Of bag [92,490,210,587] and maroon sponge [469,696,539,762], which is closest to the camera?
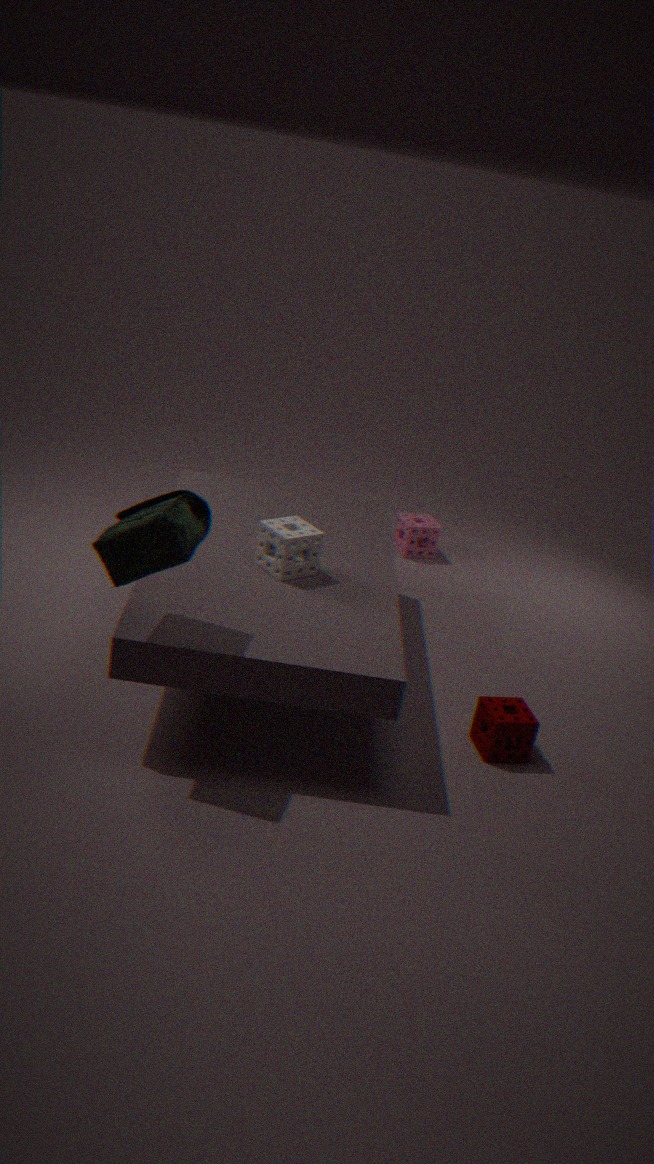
bag [92,490,210,587]
